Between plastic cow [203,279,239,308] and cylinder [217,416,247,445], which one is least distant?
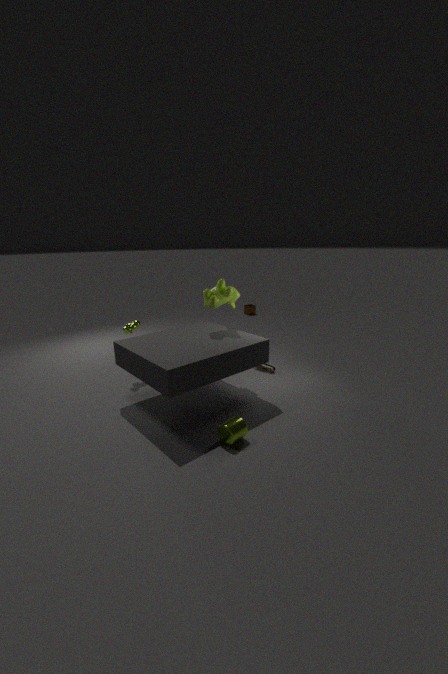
cylinder [217,416,247,445]
